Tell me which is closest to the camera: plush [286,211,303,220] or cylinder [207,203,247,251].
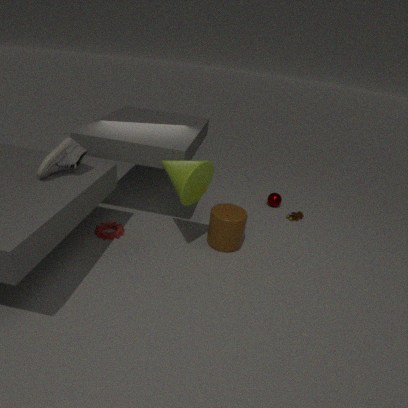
cylinder [207,203,247,251]
